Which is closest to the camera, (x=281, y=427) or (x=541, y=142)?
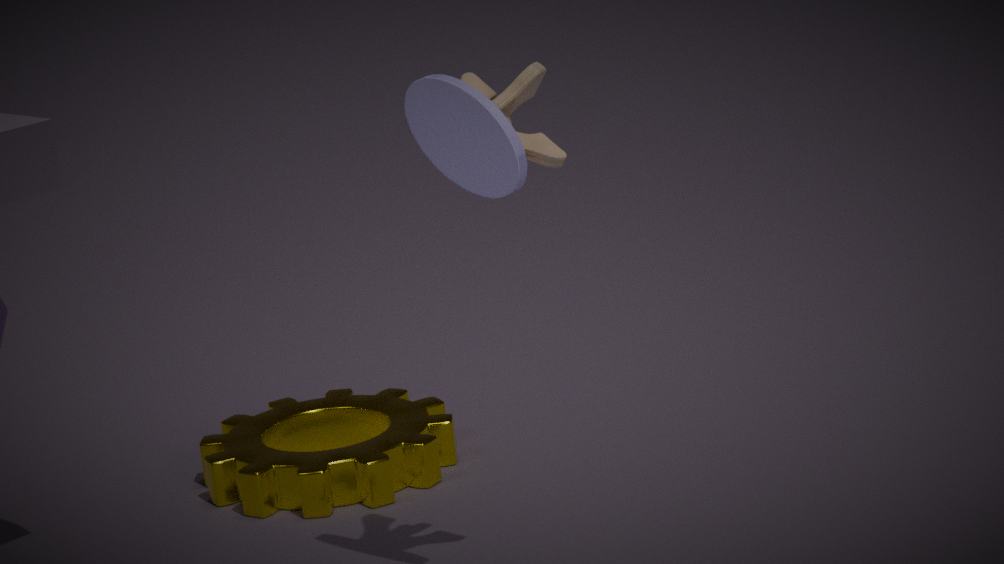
(x=541, y=142)
